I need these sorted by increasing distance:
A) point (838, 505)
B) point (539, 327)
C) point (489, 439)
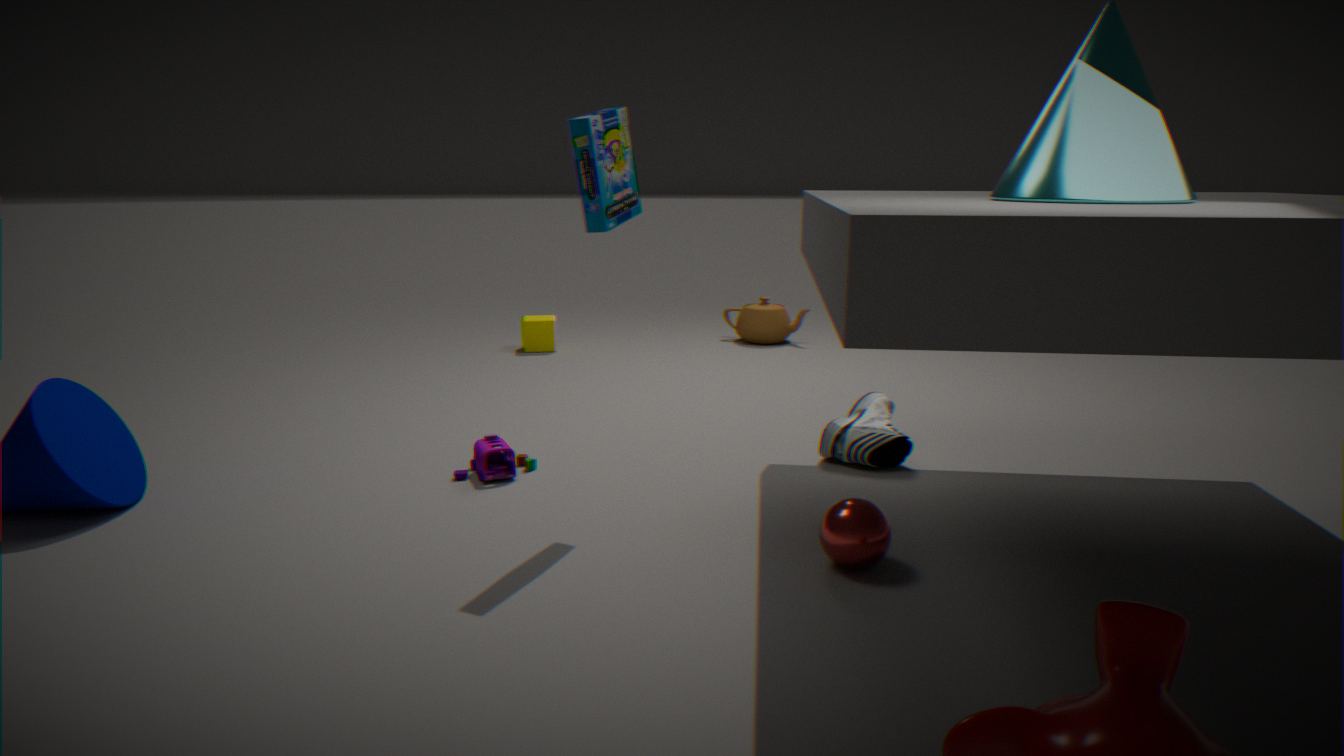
point (838, 505) → point (489, 439) → point (539, 327)
